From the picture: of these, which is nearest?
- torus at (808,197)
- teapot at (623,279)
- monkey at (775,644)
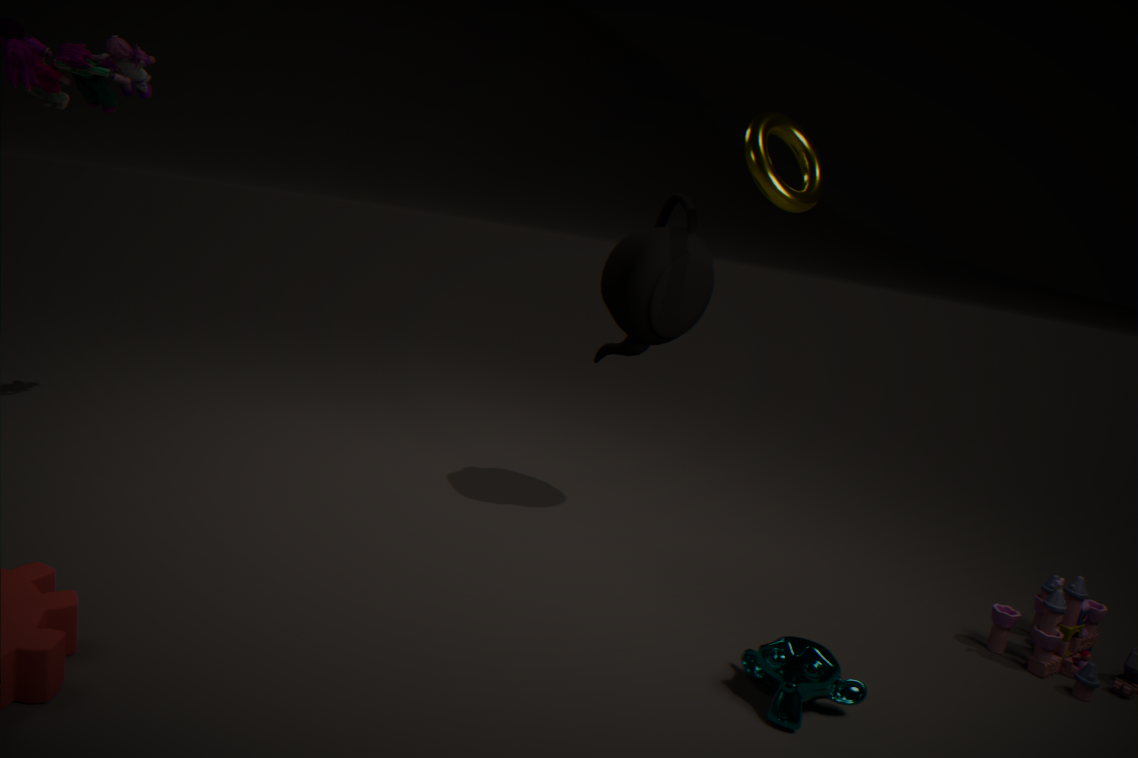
monkey at (775,644)
